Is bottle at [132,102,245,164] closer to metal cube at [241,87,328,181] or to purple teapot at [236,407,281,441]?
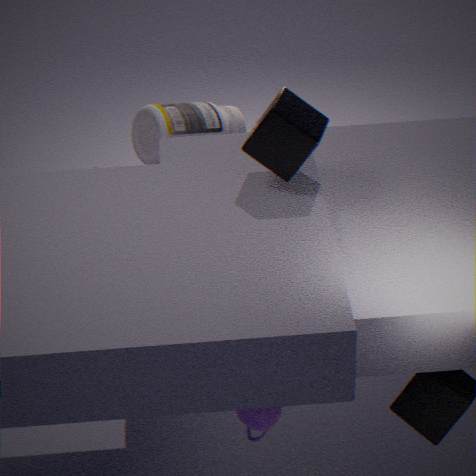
metal cube at [241,87,328,181]
